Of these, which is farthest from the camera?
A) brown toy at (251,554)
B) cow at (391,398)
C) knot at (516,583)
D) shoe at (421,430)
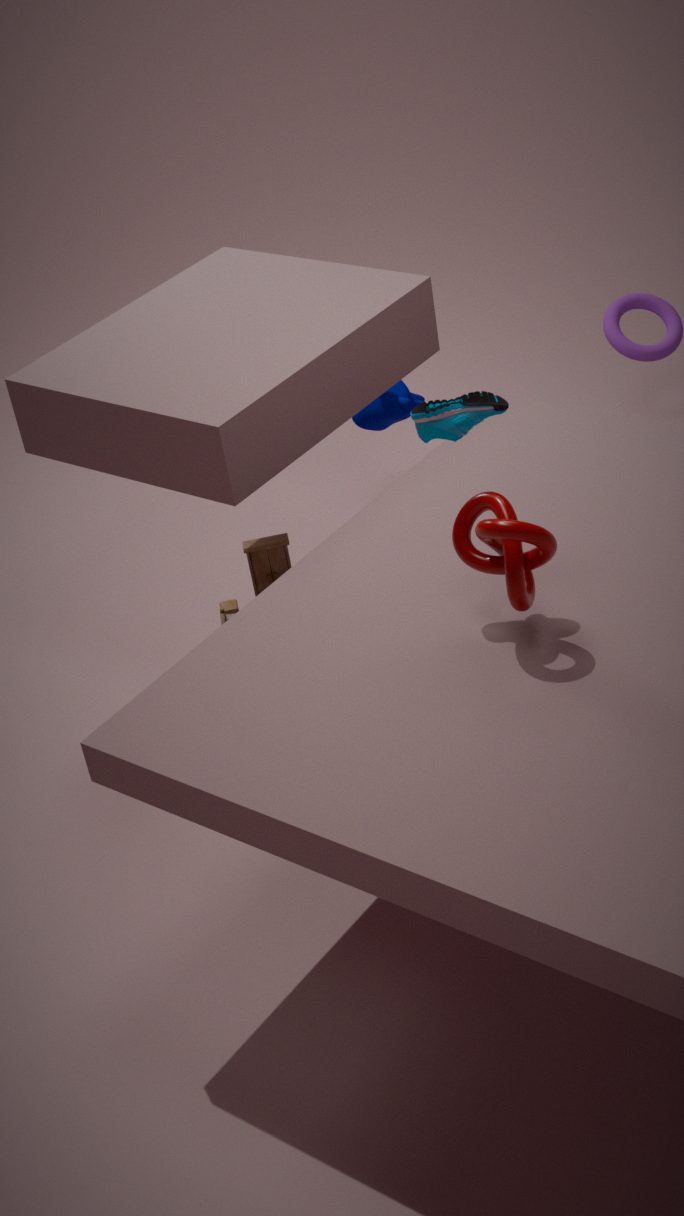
cow at (391,398)
